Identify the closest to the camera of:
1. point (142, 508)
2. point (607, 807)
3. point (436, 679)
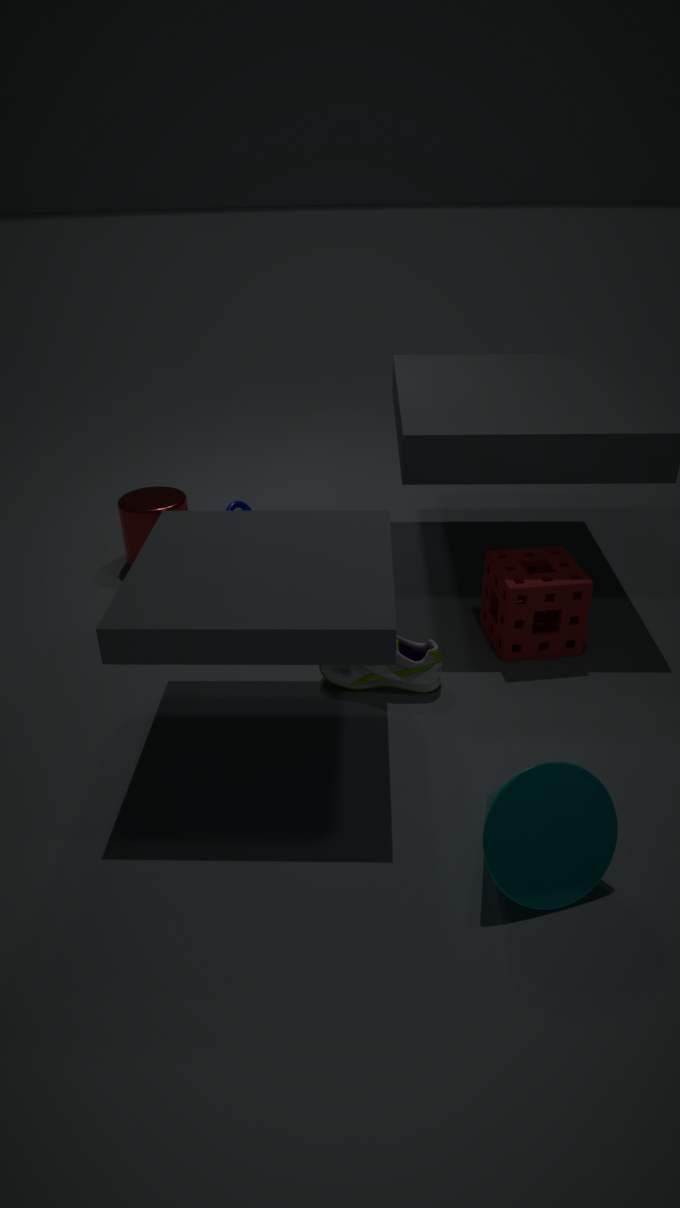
point (607, 807)
